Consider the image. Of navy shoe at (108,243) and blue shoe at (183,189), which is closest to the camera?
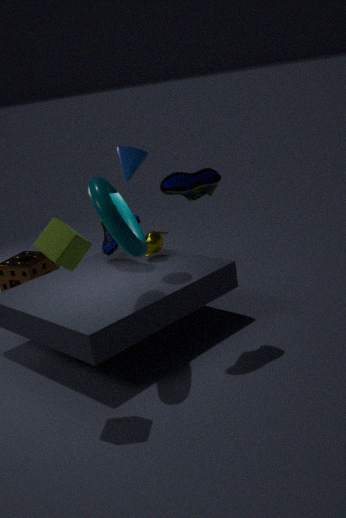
blue shoe at (183,189)
